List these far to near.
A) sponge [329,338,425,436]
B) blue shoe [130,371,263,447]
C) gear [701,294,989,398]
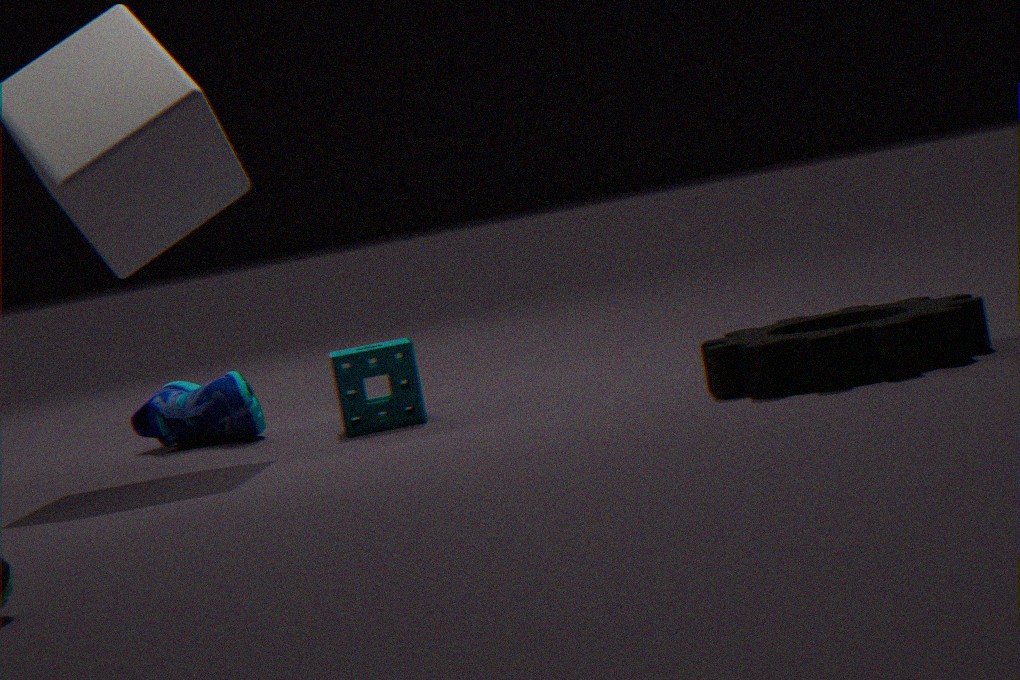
blue shoe [130,371,263,447]
sponge [329,338,425,436]
gear [701,294,989,398]
